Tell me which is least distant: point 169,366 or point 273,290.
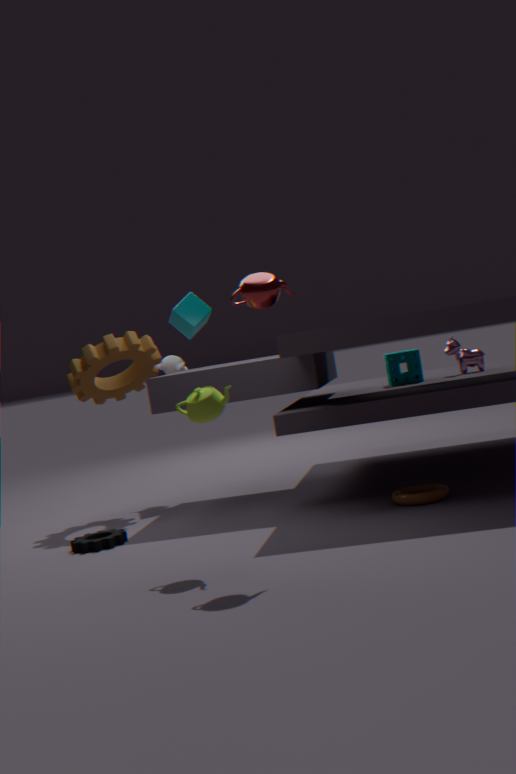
point 273,290
